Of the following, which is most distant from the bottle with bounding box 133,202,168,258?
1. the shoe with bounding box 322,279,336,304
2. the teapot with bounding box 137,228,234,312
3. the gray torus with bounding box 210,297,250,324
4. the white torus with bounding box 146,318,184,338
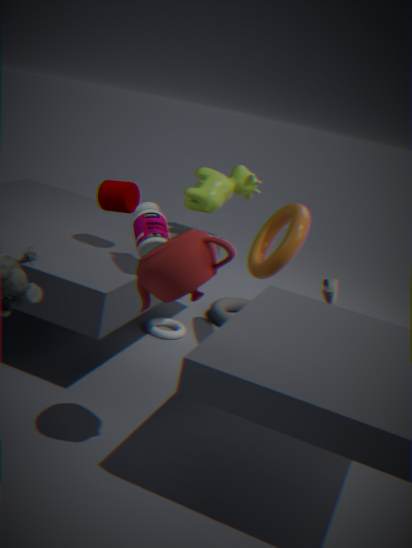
the shoe with bounding box 322,279,336,304
